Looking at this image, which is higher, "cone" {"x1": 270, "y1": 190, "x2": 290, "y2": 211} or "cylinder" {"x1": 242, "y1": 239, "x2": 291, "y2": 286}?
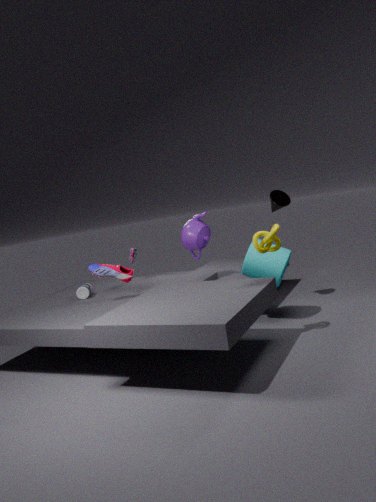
"cone" {"x1": 270, "y1": 190, "x2": 290, "y2": 211}
